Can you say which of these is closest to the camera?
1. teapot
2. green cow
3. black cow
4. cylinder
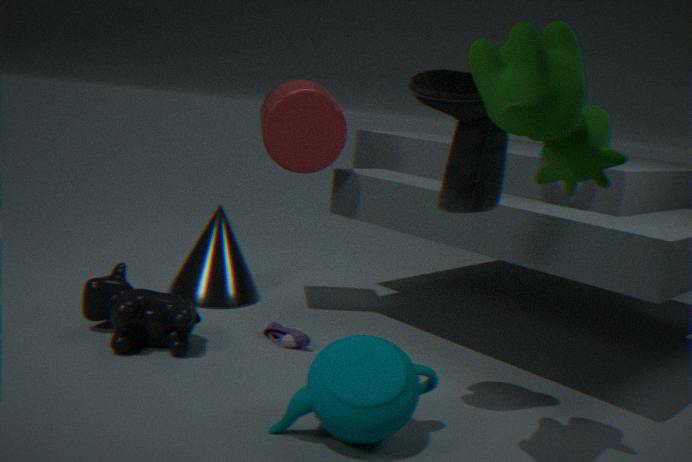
green cow
